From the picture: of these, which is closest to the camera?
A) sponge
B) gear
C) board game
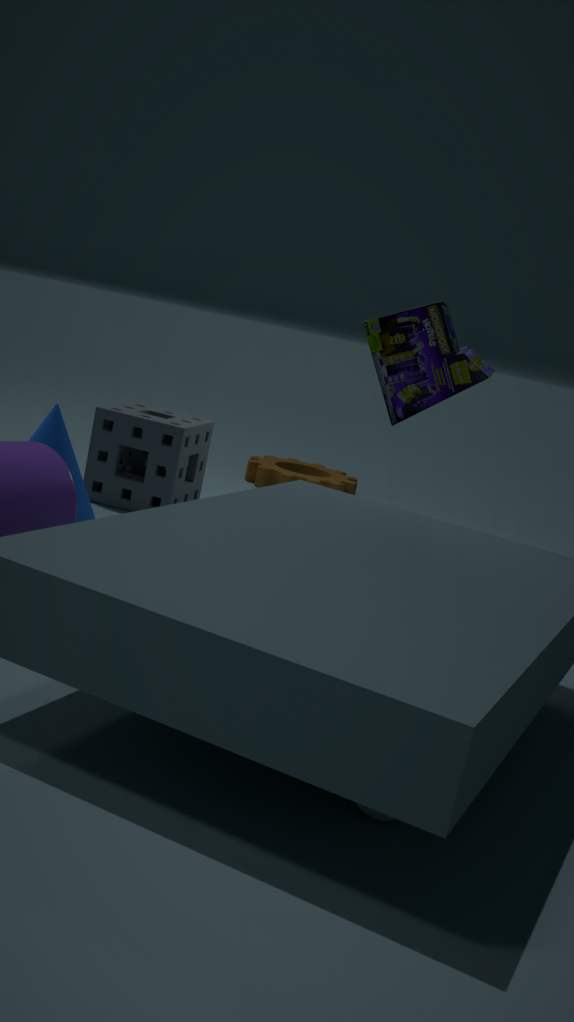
board game
